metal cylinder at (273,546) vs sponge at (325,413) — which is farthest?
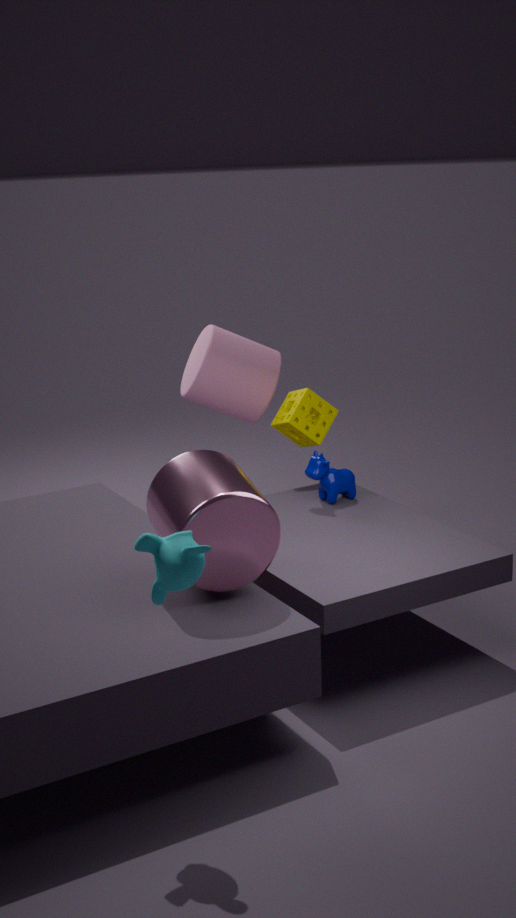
sponge at (325,413)
